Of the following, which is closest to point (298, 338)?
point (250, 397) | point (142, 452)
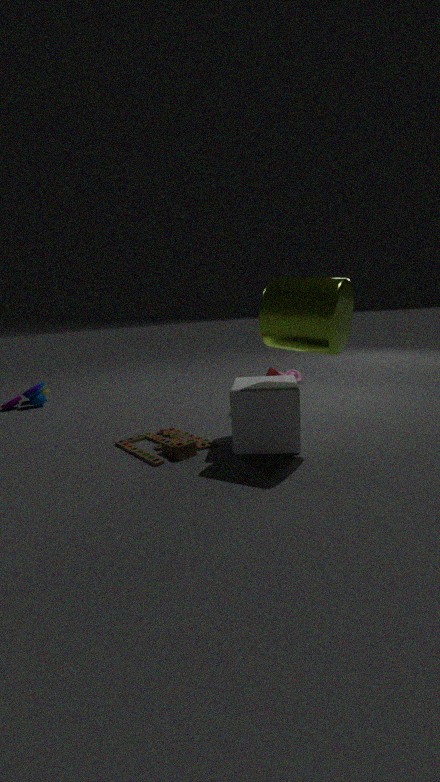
point (250, 397)
